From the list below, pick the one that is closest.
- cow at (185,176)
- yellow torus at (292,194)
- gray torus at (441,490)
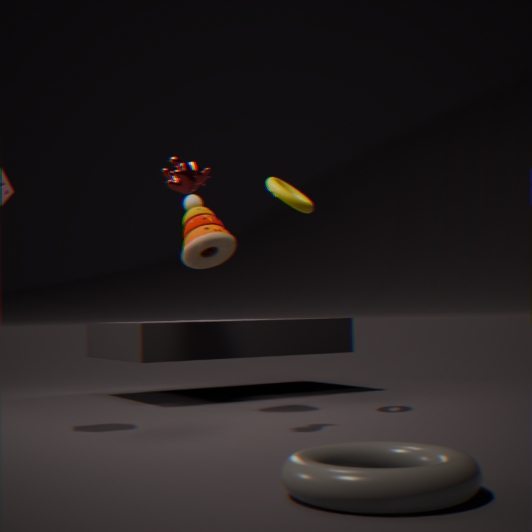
gray torus at (441,490)
